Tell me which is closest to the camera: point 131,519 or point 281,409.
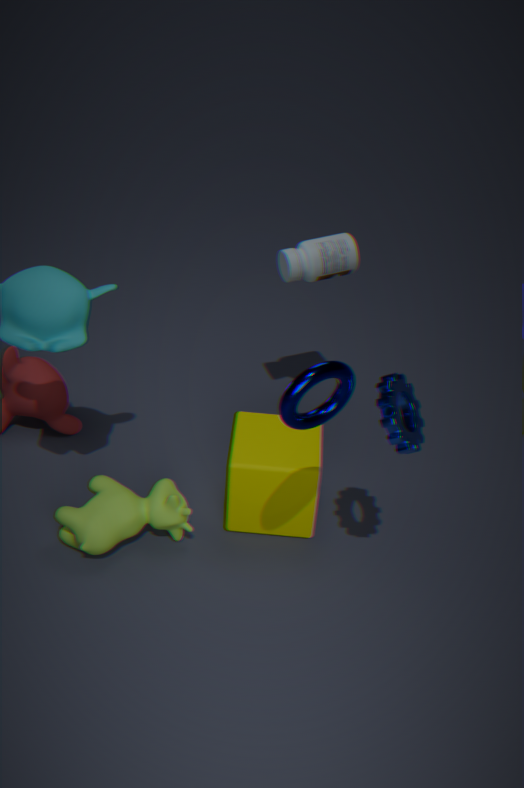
point 281,409
